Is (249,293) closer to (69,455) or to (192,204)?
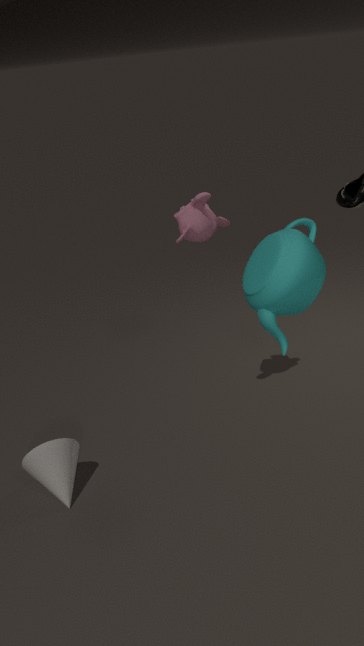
(192,204)
